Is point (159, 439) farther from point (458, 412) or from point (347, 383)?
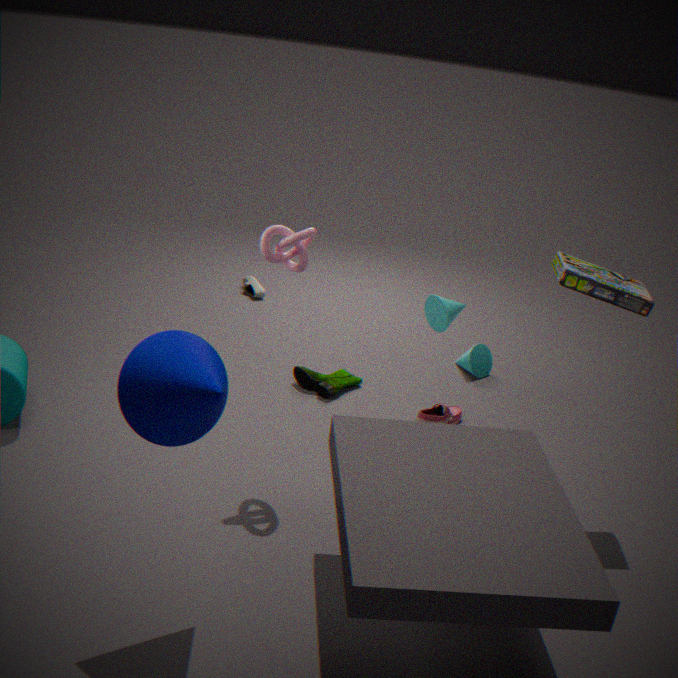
point (458, 412)
